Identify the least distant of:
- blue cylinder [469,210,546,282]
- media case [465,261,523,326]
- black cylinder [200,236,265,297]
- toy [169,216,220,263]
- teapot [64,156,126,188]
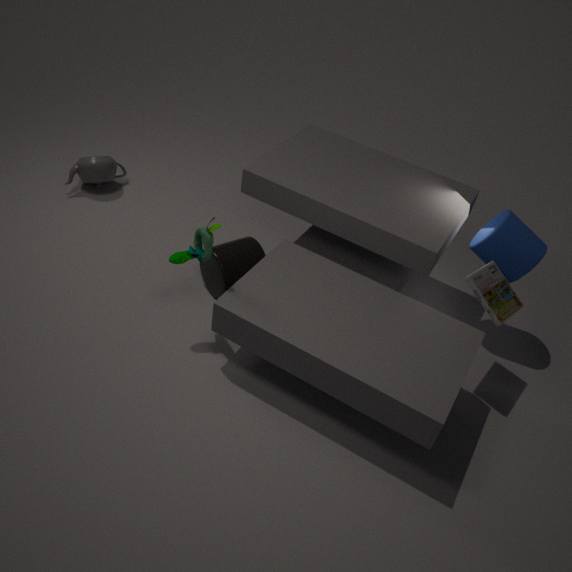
toy [169,216,220,263]
